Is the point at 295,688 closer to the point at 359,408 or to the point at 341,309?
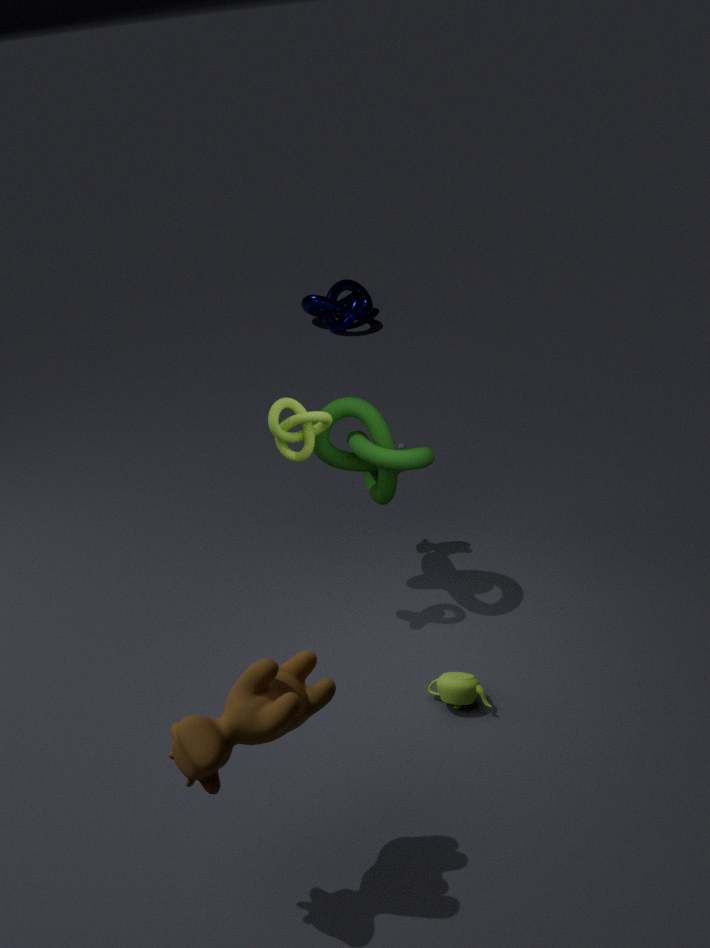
the point at 359,408
